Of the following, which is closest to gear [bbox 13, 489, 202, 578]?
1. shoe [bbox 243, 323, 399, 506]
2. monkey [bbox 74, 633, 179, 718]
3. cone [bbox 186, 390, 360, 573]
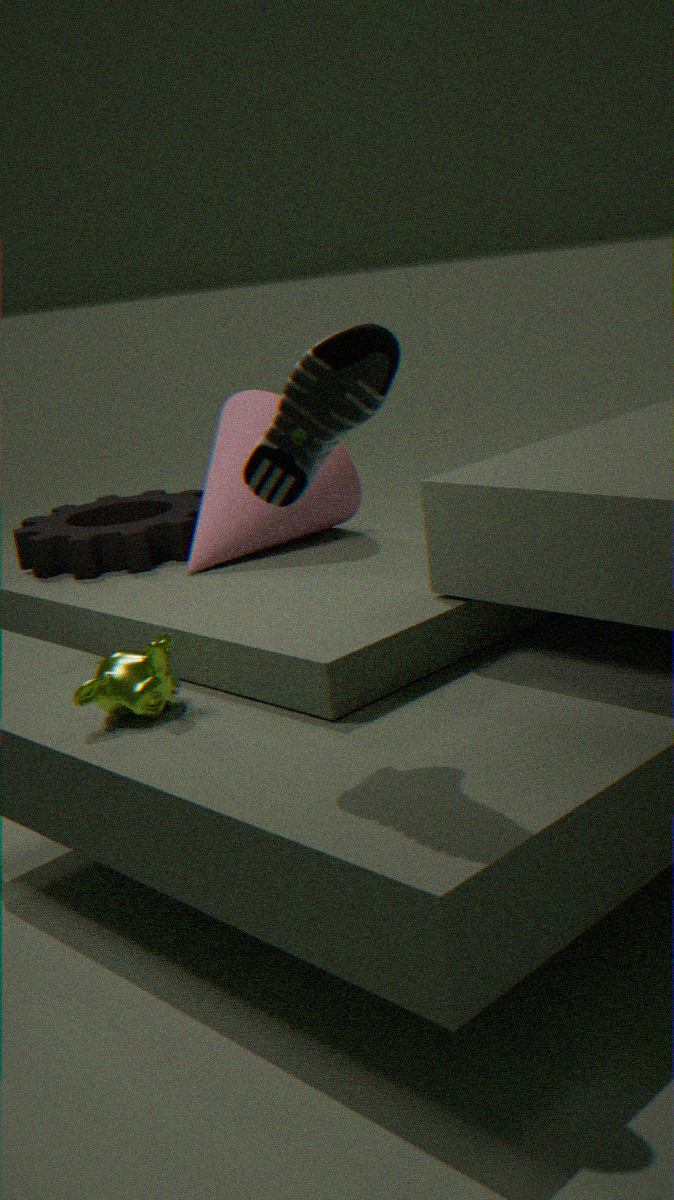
cone [bbox 186, 390, 360, 573]
